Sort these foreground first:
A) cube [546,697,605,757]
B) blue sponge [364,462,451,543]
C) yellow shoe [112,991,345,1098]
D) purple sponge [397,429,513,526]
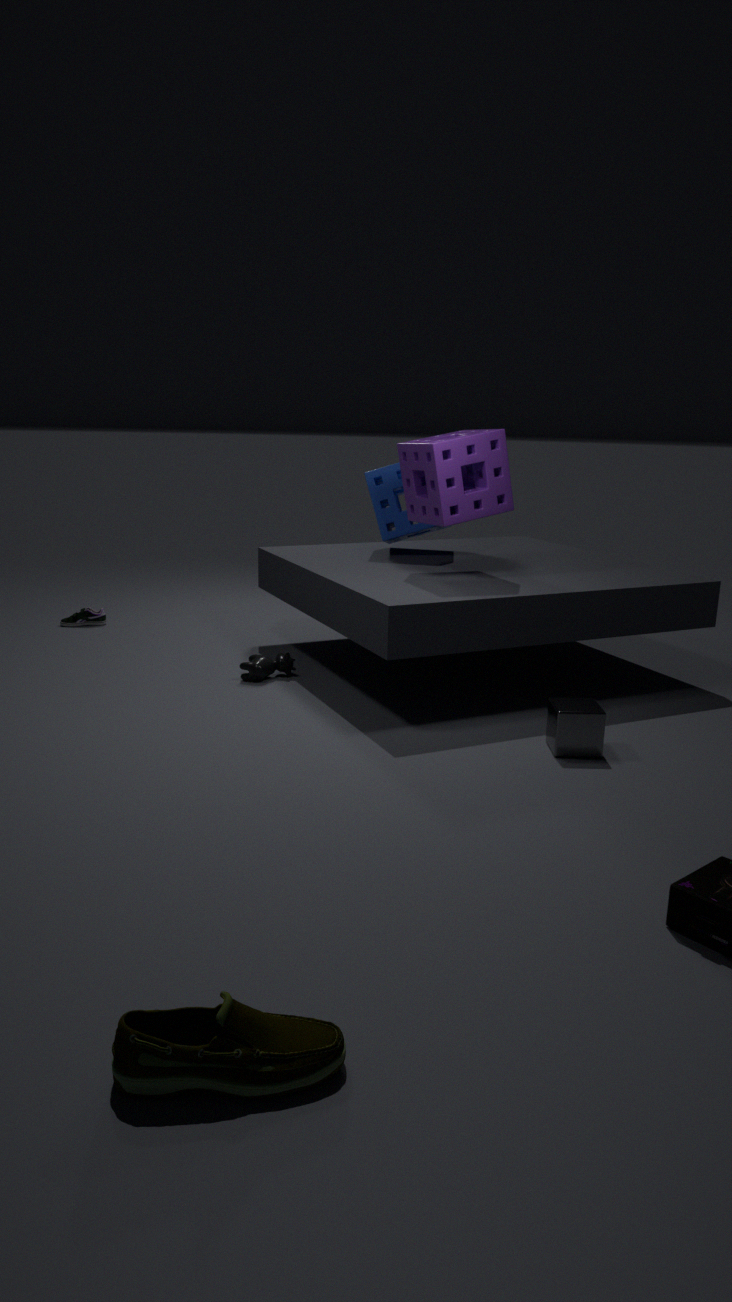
1. yellow shoe [112,991,345,1098]
2. cube [546,697,605,757]
3. purple sponge [397,429,513,526]
4. blue sponge [364,462,451,543]
